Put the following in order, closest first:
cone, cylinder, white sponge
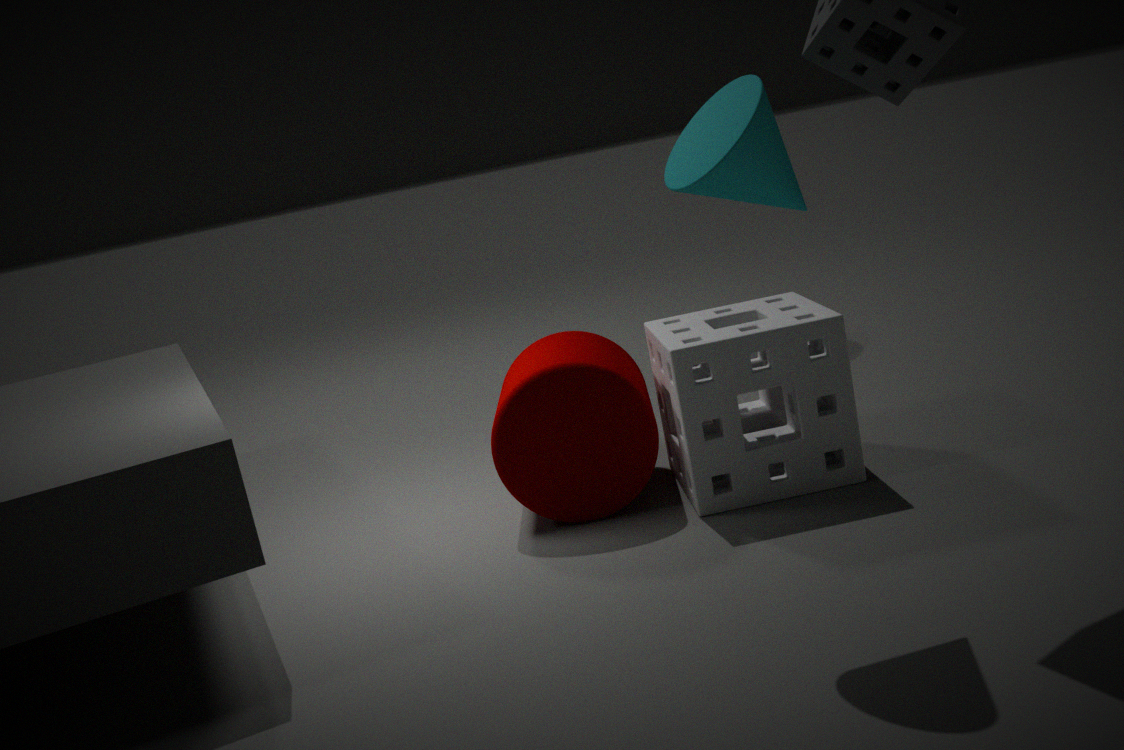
cone < white sponge < cylinder
